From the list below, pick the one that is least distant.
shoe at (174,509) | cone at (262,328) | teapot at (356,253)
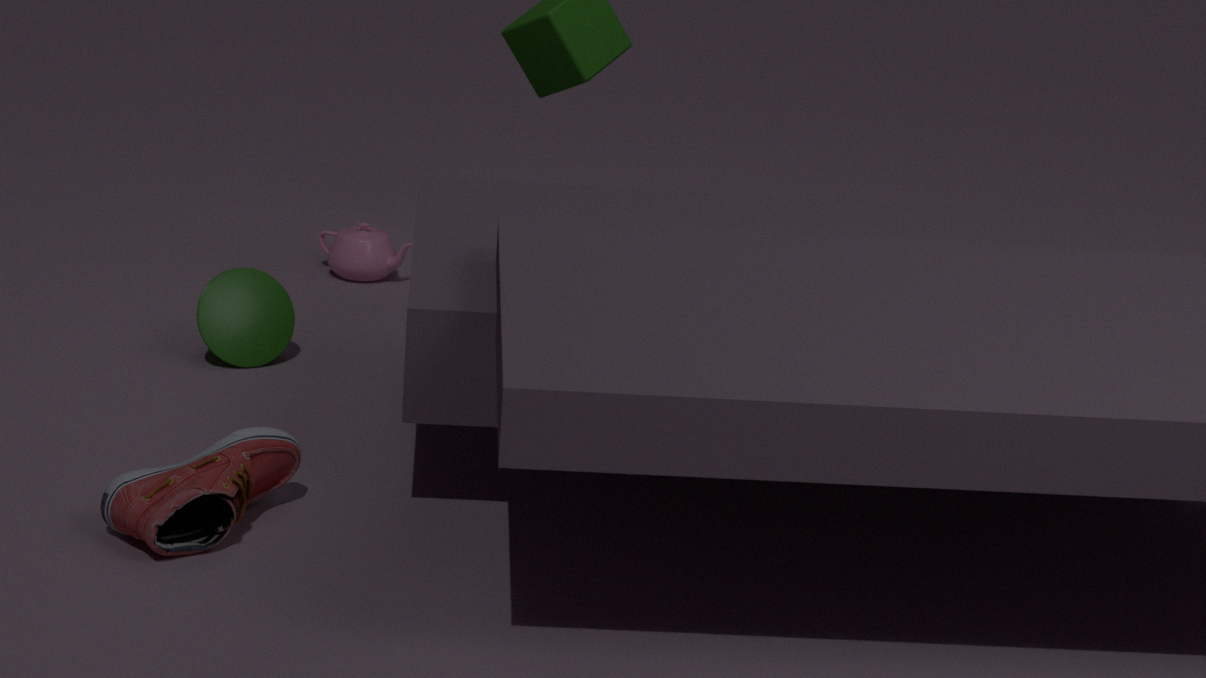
shoe at (174,509)
